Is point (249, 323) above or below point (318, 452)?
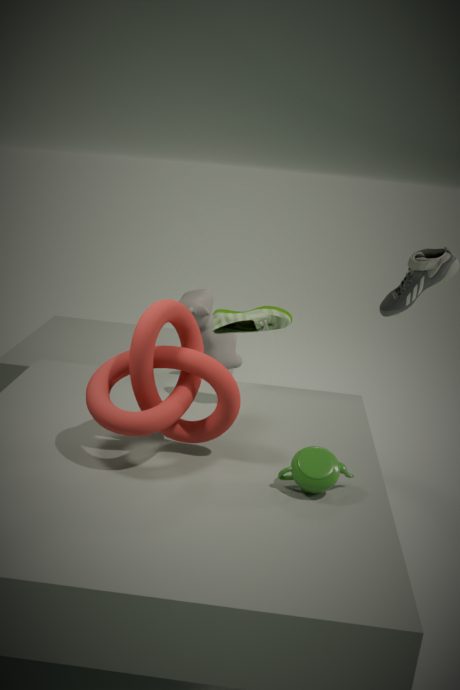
above
